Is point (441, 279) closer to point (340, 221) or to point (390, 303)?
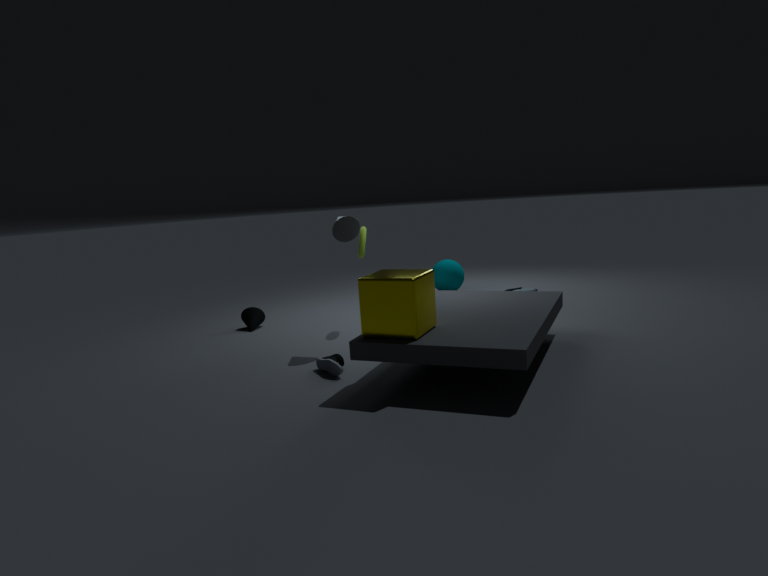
point (340, 221)
